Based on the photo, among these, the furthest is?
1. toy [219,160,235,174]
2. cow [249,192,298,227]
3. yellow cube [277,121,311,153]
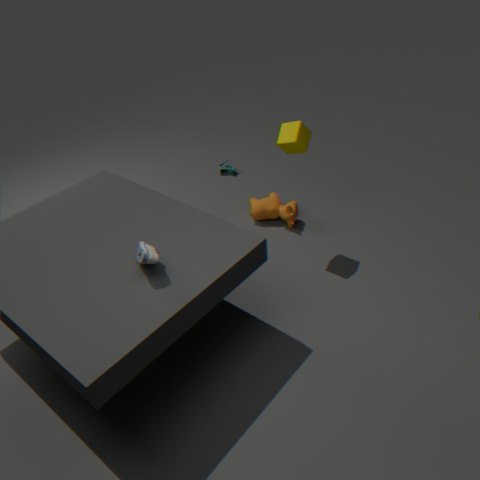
toy [219,160,235,174]
